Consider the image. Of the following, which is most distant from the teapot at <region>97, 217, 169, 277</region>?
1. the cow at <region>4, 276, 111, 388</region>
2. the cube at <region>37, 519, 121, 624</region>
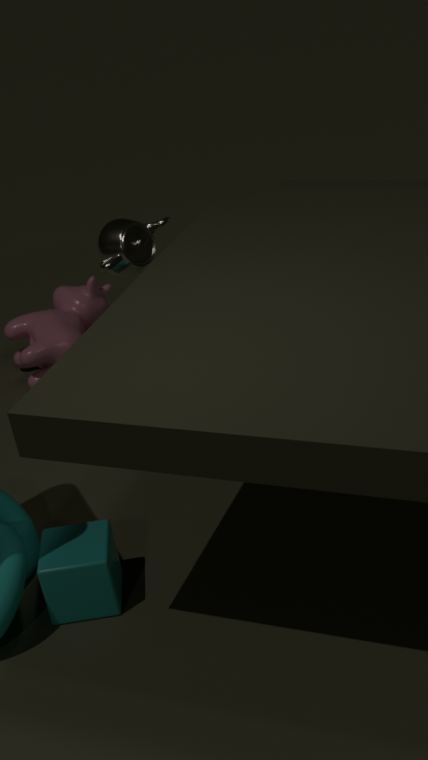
the cow at <region>4, 276, 111, 388</region>
